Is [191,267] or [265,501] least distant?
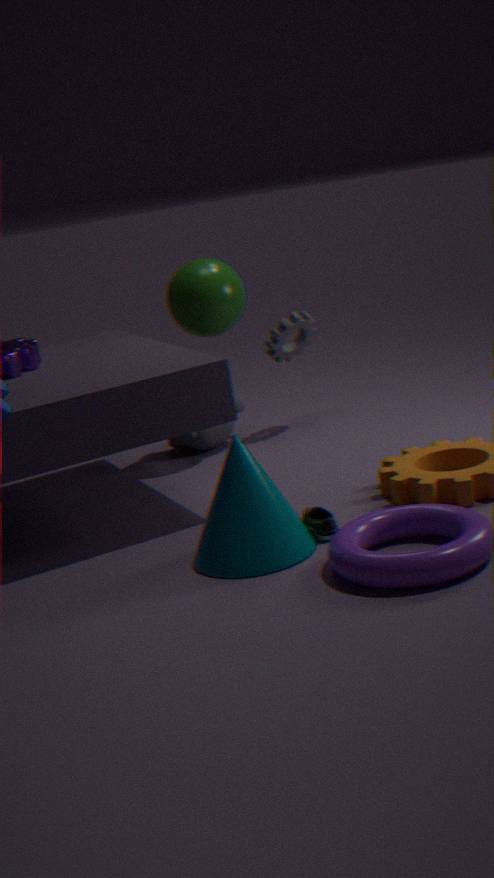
[265,501]
